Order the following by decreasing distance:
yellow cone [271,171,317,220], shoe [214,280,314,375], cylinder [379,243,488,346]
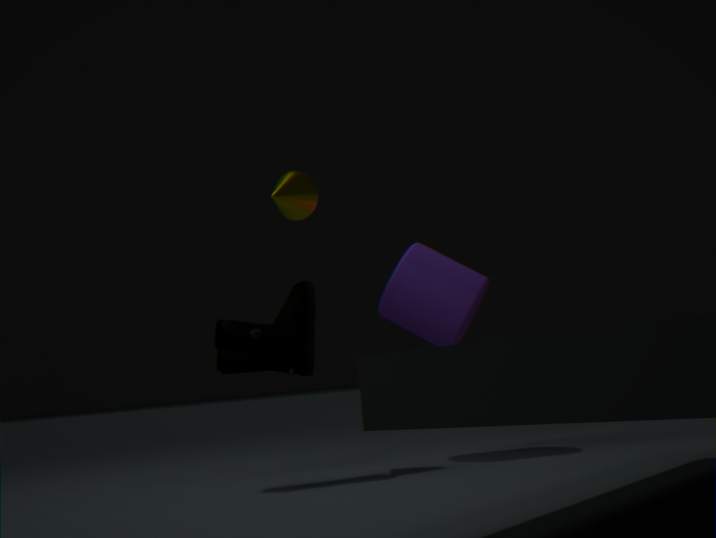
yellow cone [271,171,317,220], cylinder [379,243,488,346], shoe [214,280,314,375]
